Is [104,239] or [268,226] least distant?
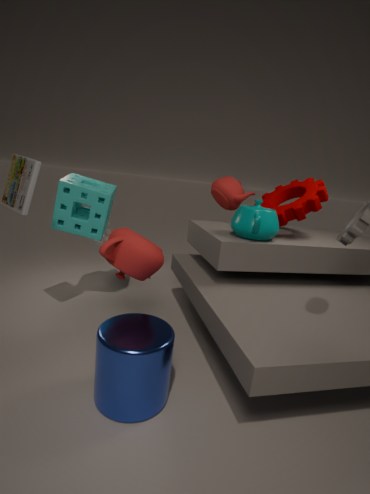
[268,226]
